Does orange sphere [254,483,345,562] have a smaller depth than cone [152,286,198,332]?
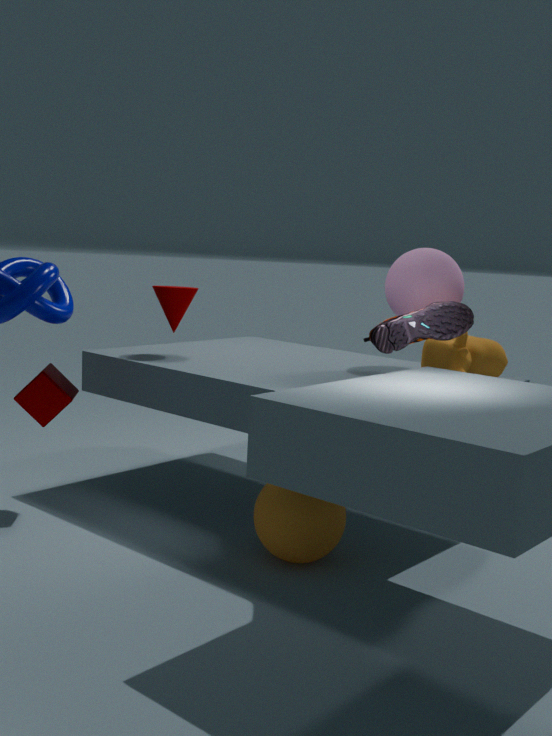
Yes
